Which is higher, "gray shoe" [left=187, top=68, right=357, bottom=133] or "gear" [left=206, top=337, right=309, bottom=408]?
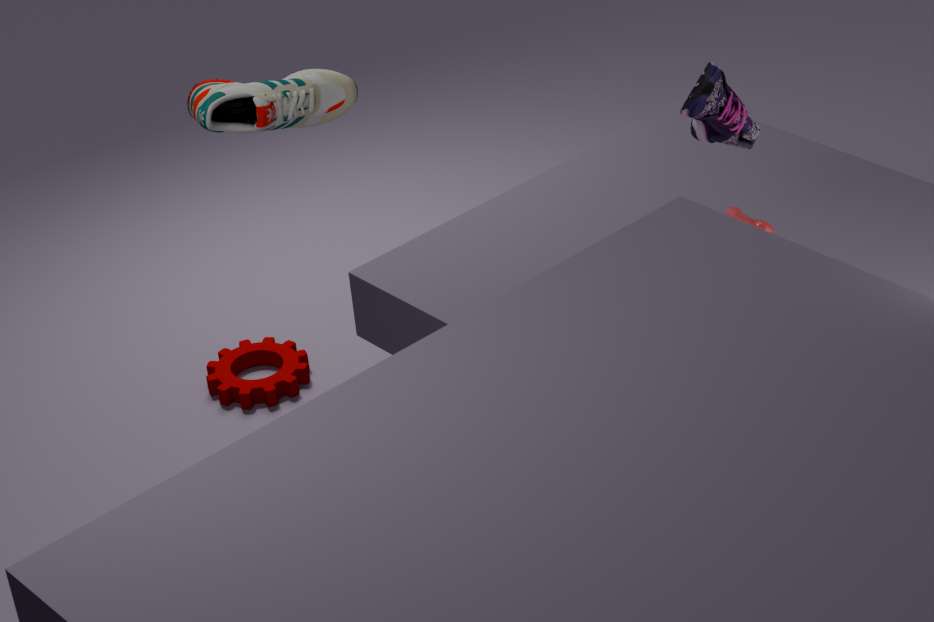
"gray shoe" [left=187, top=68, right=357, bottom=133]
